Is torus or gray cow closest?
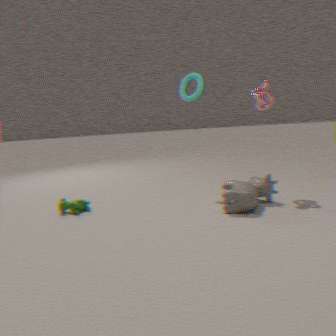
gray cow
